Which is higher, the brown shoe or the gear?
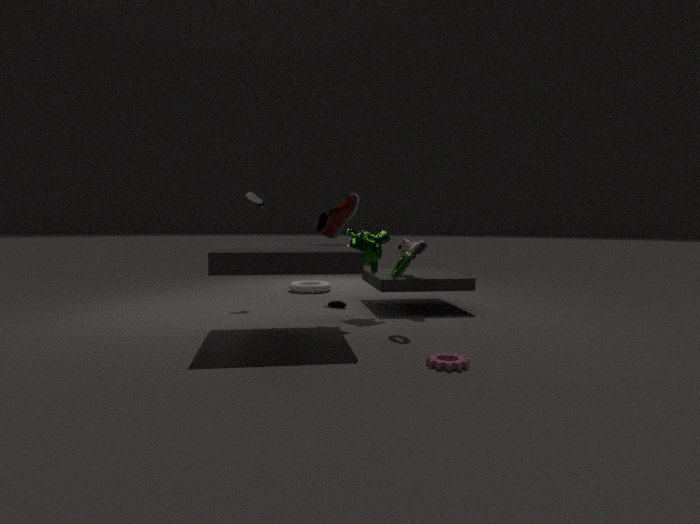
the brown shoe
